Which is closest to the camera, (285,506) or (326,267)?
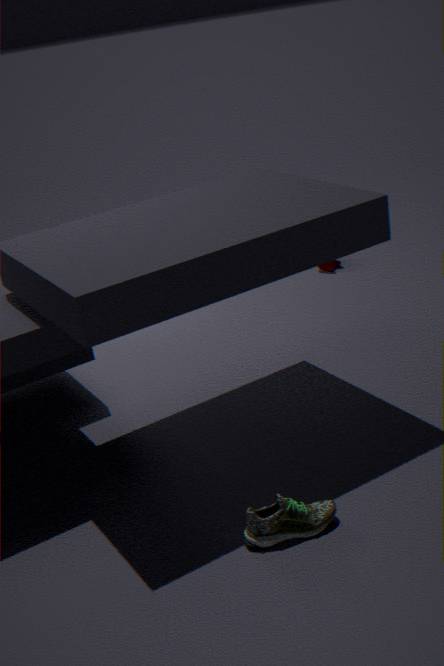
(285,506)
